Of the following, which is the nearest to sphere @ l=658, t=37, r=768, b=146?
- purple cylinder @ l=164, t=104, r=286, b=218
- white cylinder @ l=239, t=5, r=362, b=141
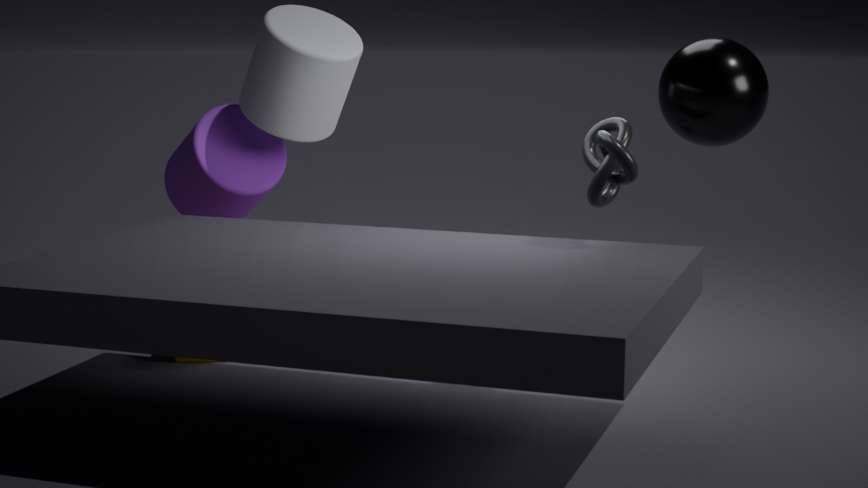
white cylinder @ l=239, t=5, r=362, b=141
